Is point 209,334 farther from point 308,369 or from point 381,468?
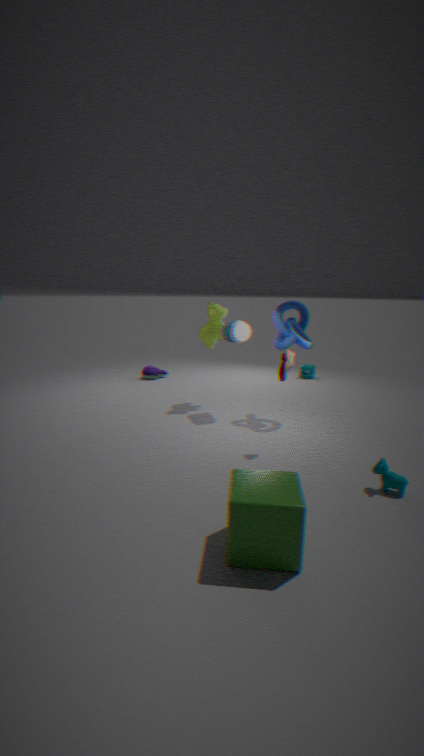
point 381,468
